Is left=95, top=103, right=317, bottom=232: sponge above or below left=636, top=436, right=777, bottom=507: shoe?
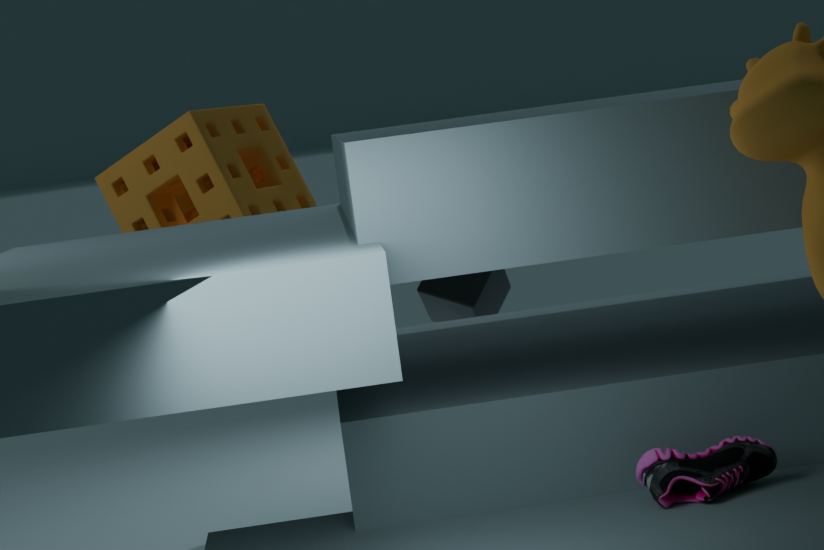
above
